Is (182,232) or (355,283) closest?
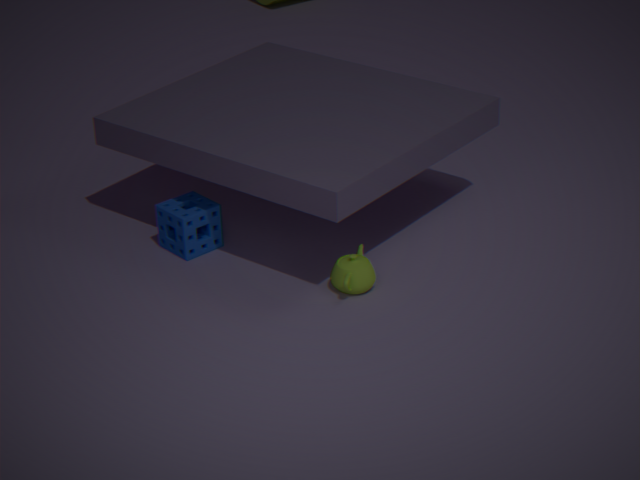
(355,283)
